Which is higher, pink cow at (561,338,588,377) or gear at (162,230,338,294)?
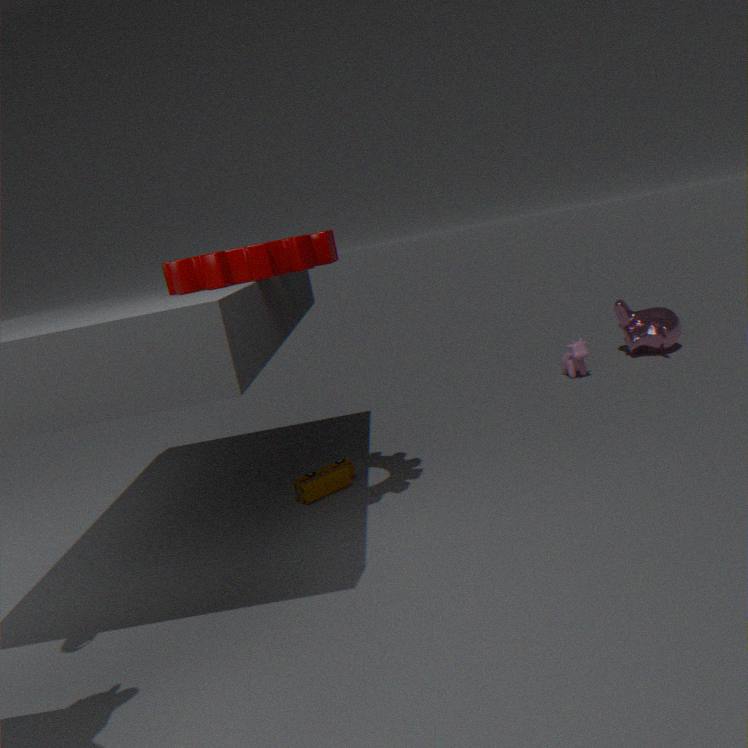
gear at (162,230,338,294)
